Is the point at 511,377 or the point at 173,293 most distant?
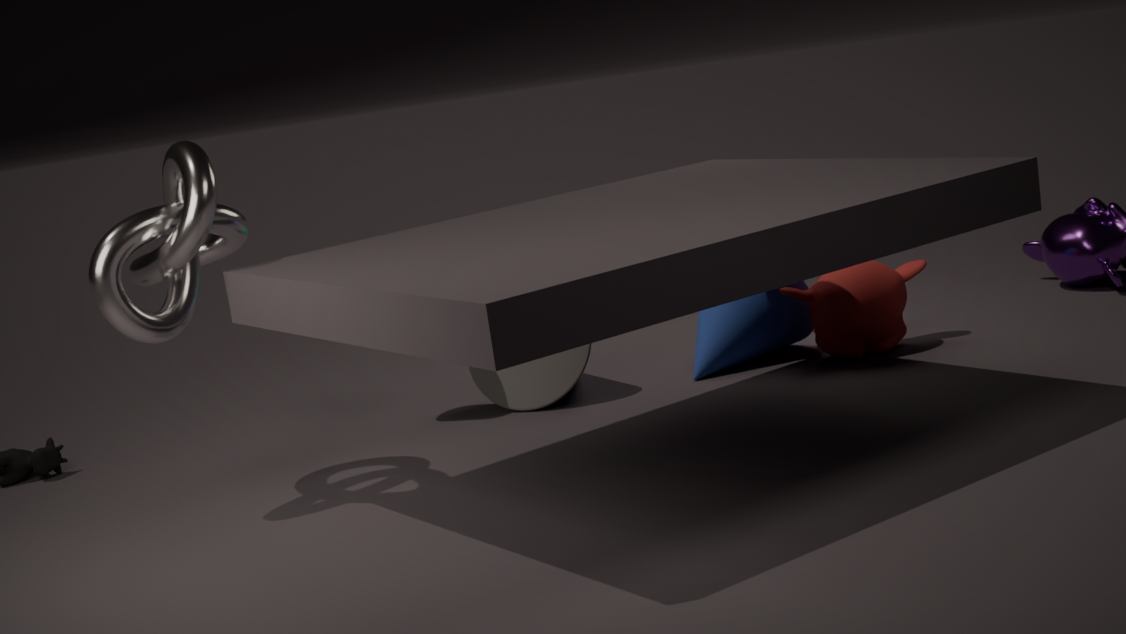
the point at 511,377
